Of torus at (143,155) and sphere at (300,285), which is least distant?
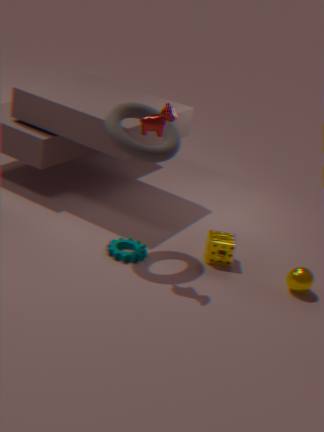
torus at (143,155)
